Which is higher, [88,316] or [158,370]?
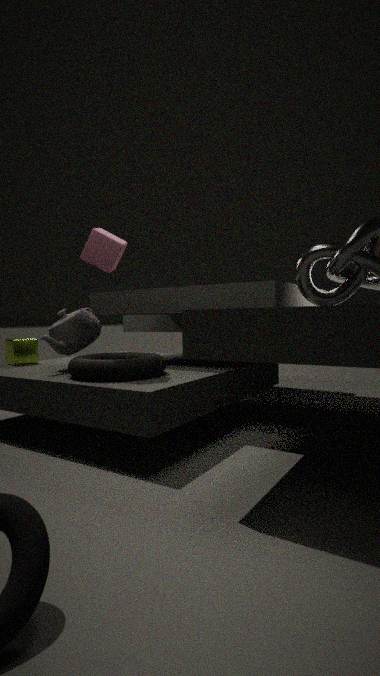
[88,316]
